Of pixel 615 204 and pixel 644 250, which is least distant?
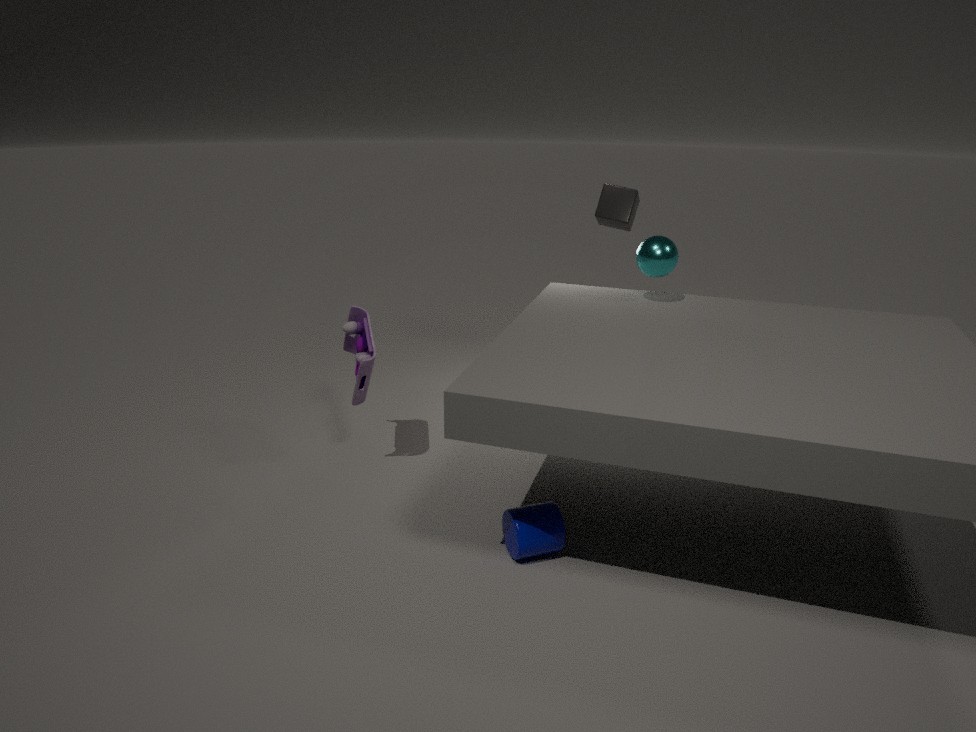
pixel 644 250
